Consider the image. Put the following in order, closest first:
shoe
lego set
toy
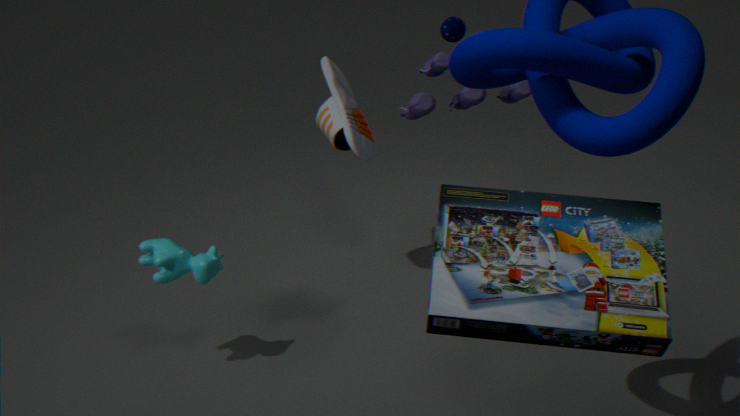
lego set < toy < shoe
